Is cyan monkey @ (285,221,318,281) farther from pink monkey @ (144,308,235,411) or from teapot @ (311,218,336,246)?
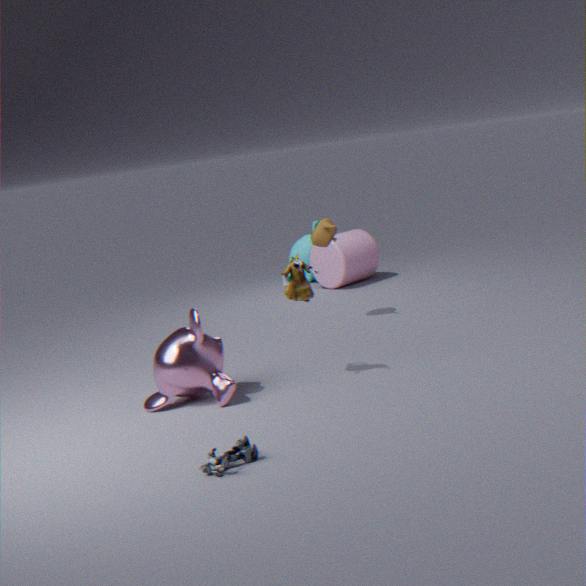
pink monkey @ (144,308,235,411)
